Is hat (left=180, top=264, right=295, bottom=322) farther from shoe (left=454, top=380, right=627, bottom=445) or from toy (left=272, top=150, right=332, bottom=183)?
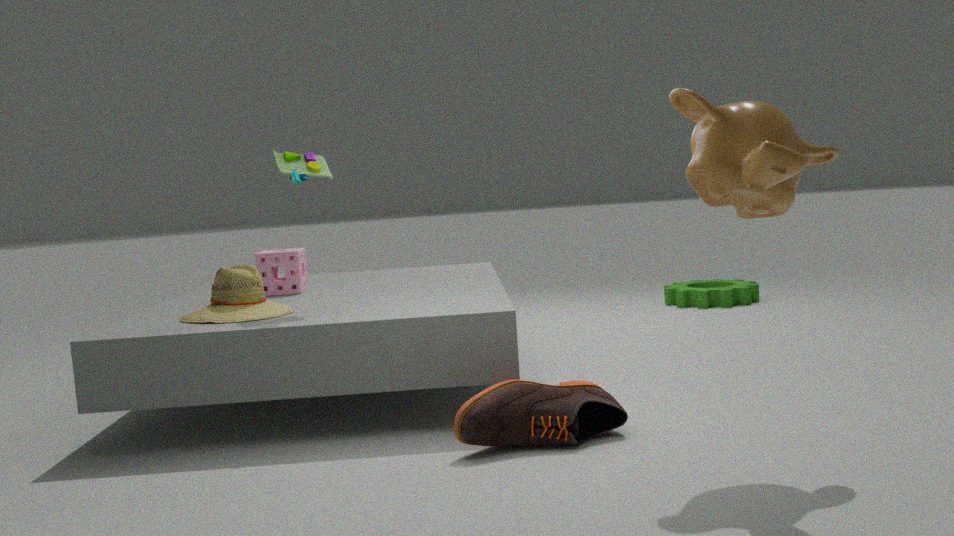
shoe (left=454, top=380, right=627, bottom=445)
